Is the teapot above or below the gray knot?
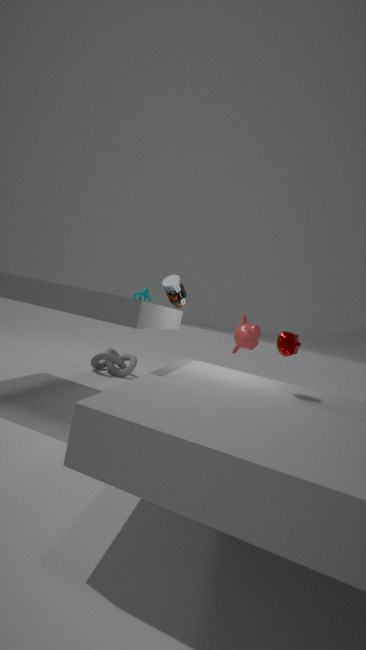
above
